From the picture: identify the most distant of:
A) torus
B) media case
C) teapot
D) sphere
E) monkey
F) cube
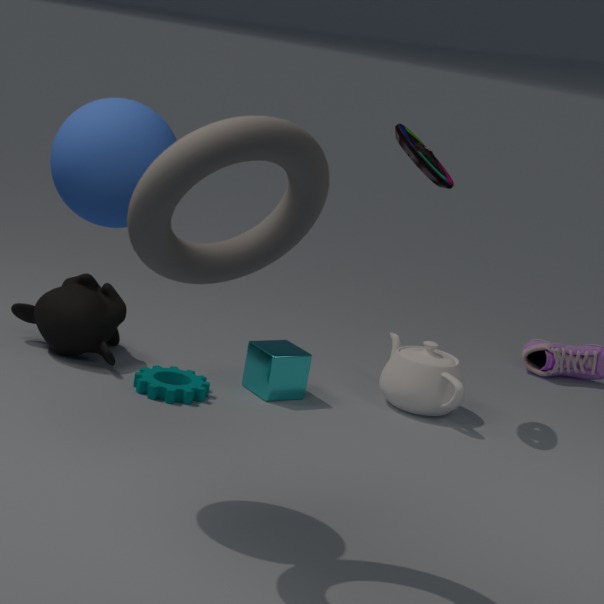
teapot
